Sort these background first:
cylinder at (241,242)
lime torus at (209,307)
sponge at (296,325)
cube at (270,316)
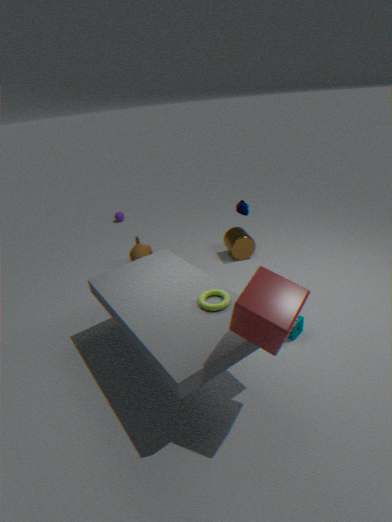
1. cylinder at (241,242)
2. sponge at (296,325)
3. lime torus at (209,307)
4. cube at (270,316)
